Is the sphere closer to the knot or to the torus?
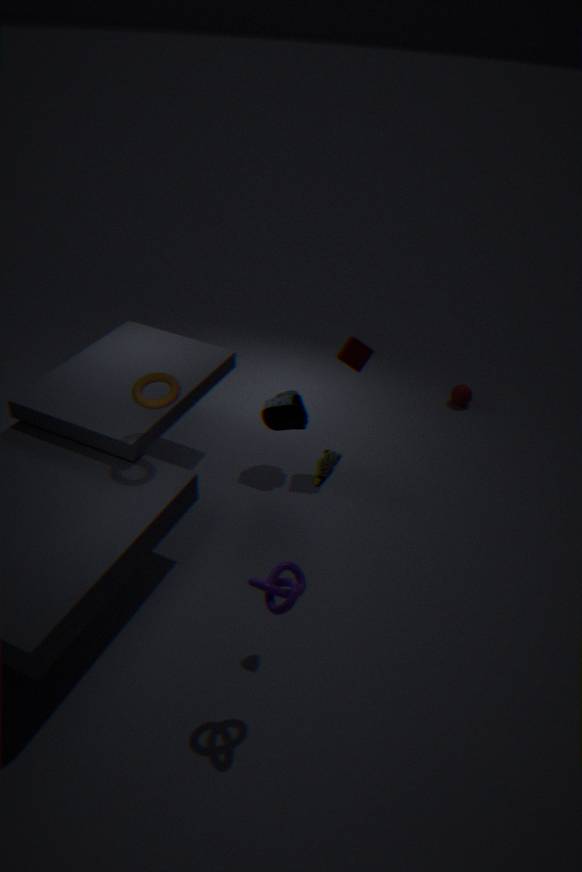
the torus
